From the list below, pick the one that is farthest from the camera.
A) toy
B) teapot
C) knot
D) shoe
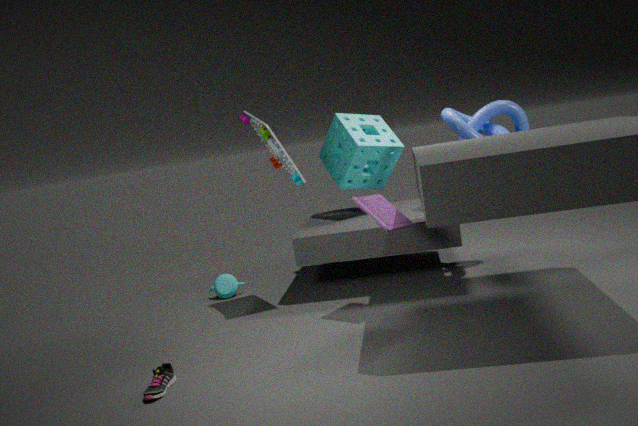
teapot
